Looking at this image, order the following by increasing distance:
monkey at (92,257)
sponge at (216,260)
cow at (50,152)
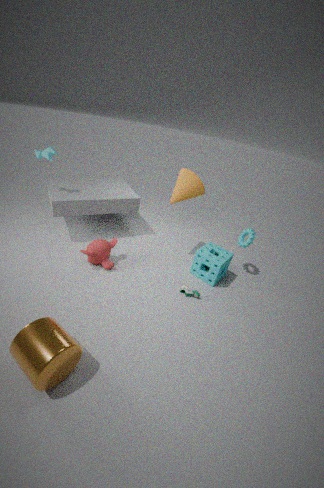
monkey at (92,257) → sponge at (216,260) → cow at (50,152)
